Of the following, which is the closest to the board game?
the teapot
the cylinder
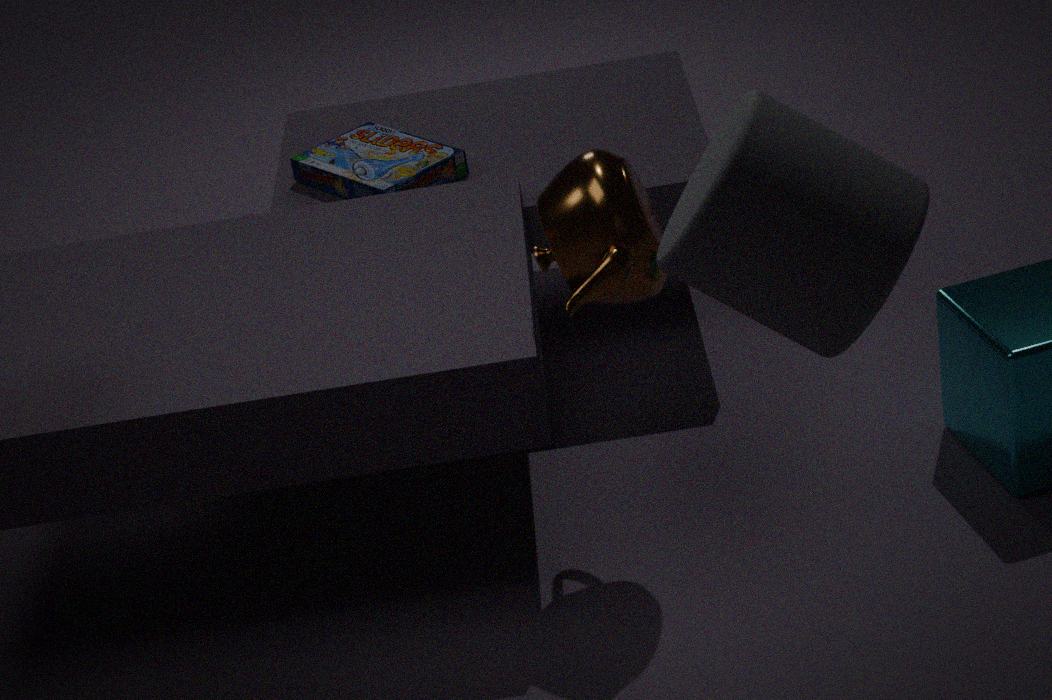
the teapot
